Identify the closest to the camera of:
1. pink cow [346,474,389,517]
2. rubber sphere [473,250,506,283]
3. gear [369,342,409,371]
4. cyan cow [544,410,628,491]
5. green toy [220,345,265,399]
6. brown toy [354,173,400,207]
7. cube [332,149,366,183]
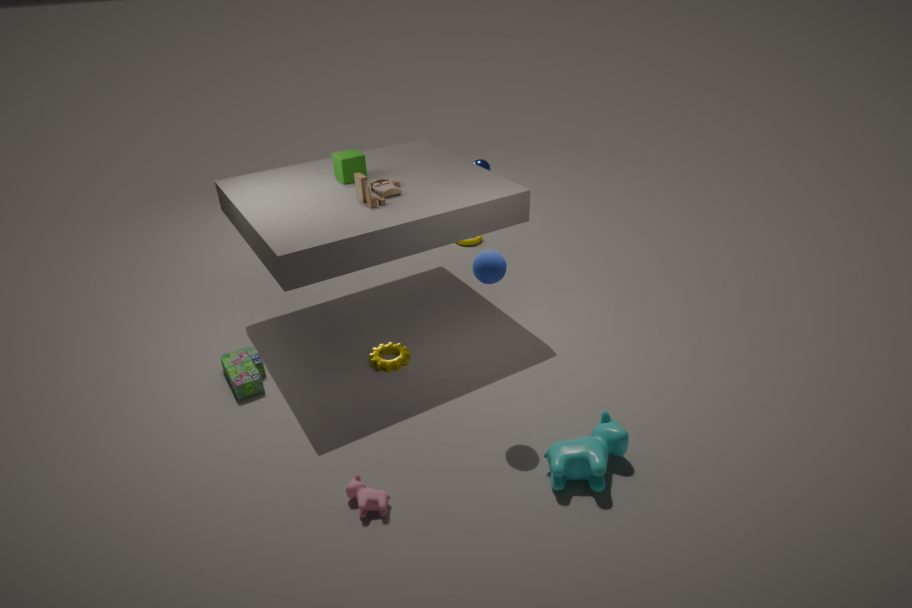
pink cow [346,474,389,517]
